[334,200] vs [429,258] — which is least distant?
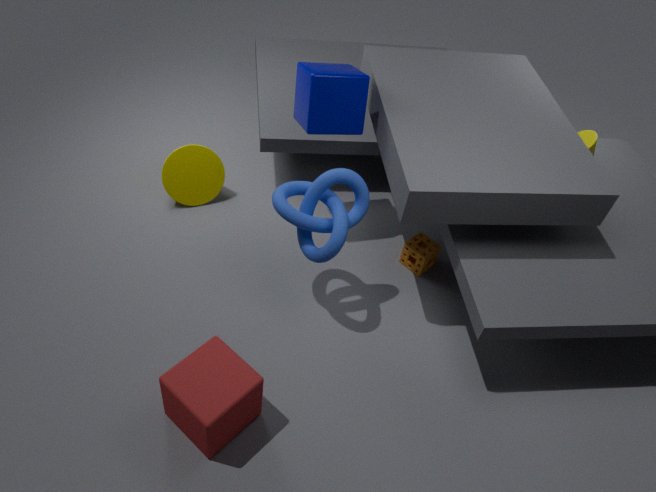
[334,200]
